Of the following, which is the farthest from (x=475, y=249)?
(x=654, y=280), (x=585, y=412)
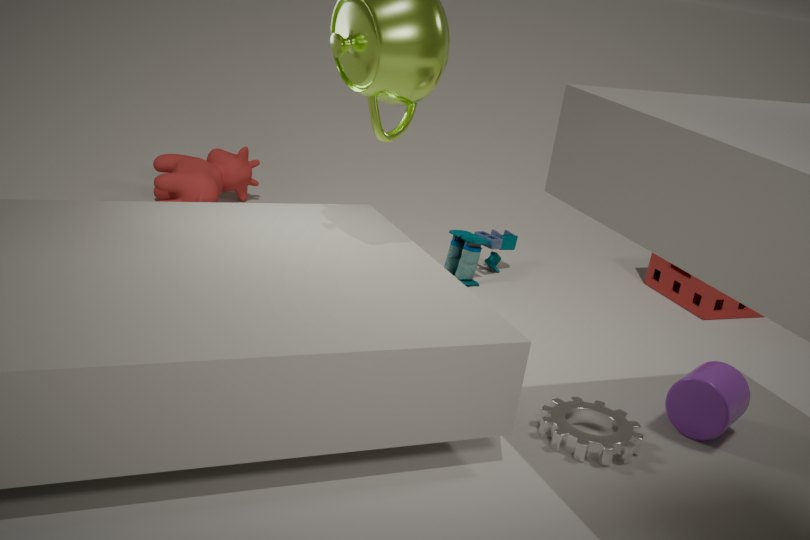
(x=585, y=412)
